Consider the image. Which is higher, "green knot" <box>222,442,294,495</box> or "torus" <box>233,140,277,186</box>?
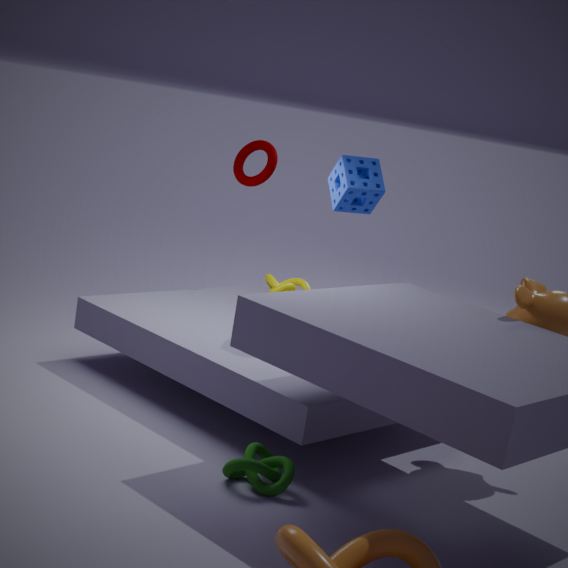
"torus" <box>233,140,277,186</box>
